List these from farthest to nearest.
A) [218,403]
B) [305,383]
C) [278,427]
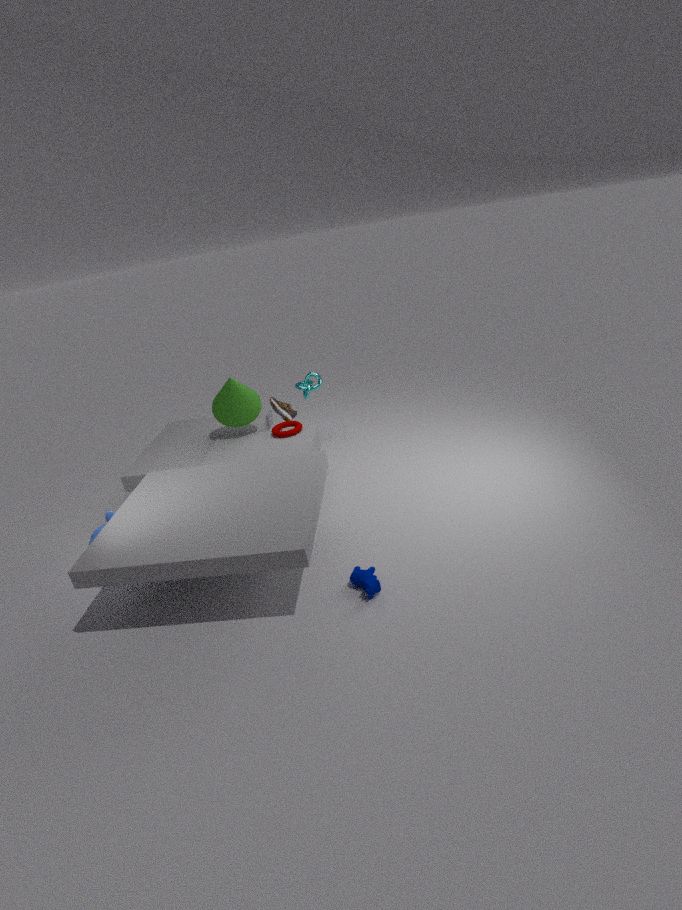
[305,383] < [278,427] < [218,403]
